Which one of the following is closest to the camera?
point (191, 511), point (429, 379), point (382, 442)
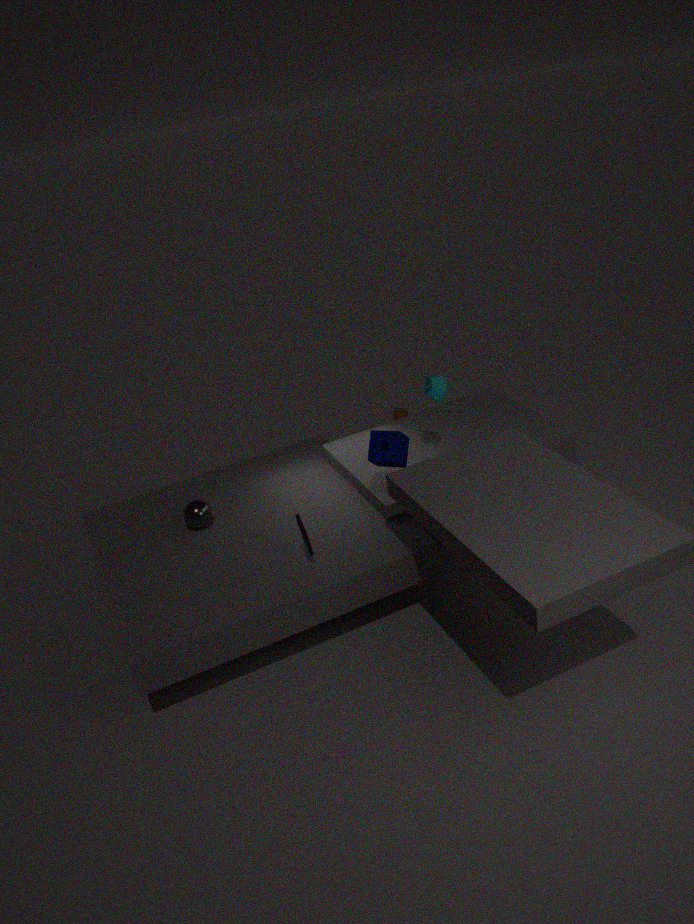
point (382, 442)
